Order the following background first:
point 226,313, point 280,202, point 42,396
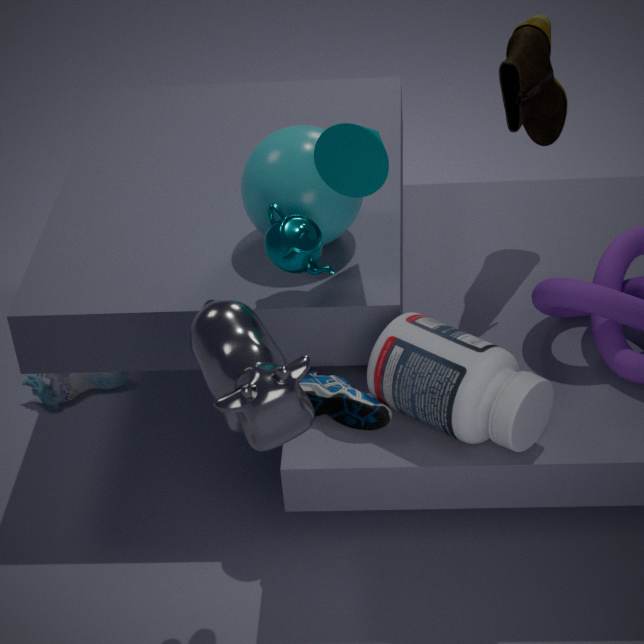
point 42,396 → point 280,202 → point 226,313
